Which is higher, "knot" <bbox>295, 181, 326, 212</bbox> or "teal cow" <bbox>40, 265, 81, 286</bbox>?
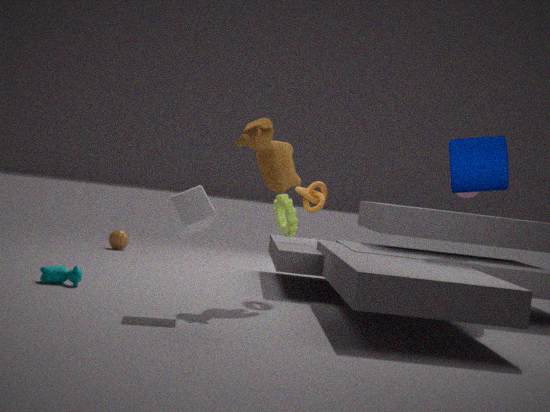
"knot" <bbox>295, 181, 326, 212</bbox>
